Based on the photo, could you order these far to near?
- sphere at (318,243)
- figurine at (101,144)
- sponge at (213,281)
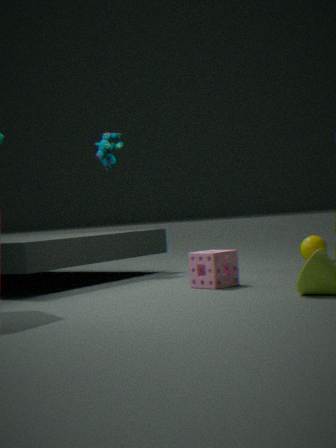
figurine at (101,144), sphere at (318,243), sponge at (213,281)
